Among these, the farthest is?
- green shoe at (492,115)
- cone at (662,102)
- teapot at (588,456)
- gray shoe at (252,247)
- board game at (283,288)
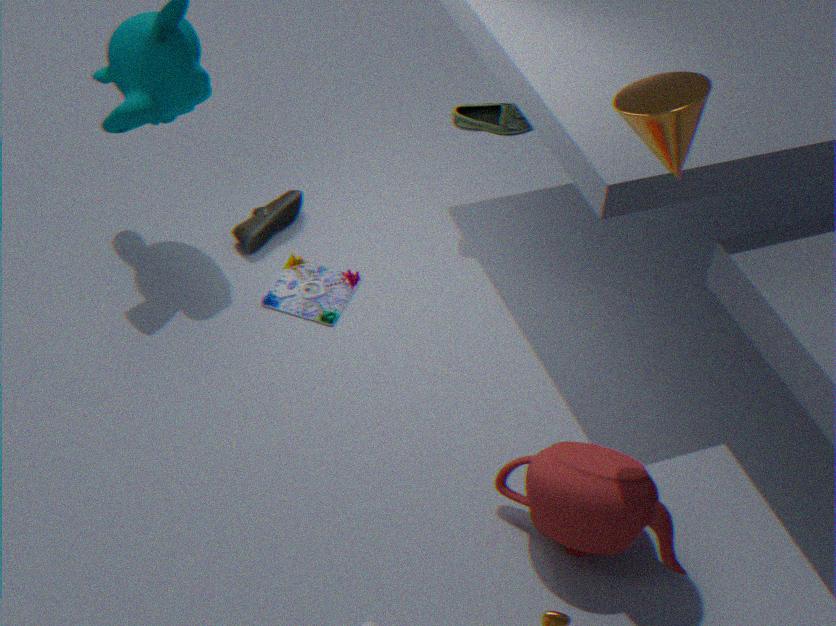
gray shoe at (252,247)
